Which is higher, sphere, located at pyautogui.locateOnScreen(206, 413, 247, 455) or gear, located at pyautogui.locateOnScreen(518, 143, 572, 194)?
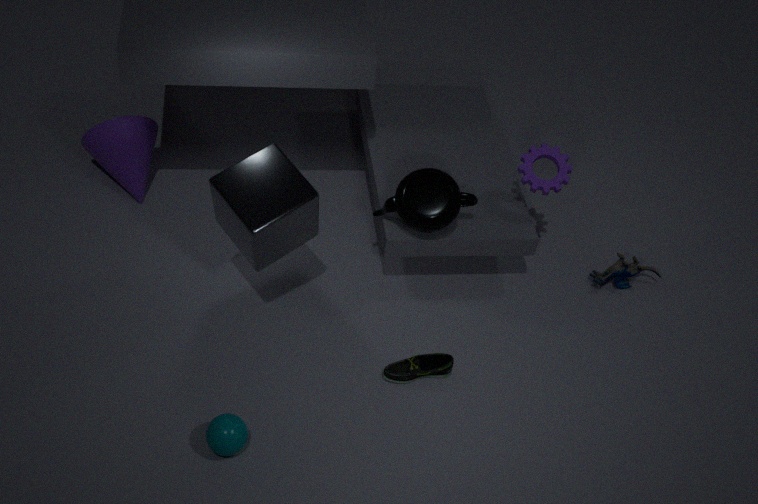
gear, located at pyautogui.locateOnScreen(518, 143, 572, 194)
